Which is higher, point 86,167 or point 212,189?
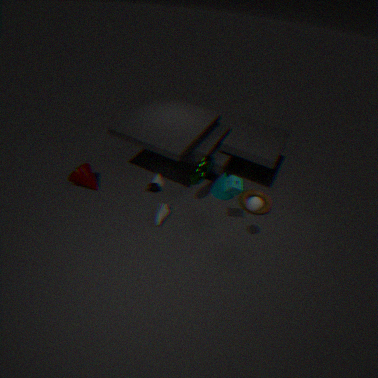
point 86,167
